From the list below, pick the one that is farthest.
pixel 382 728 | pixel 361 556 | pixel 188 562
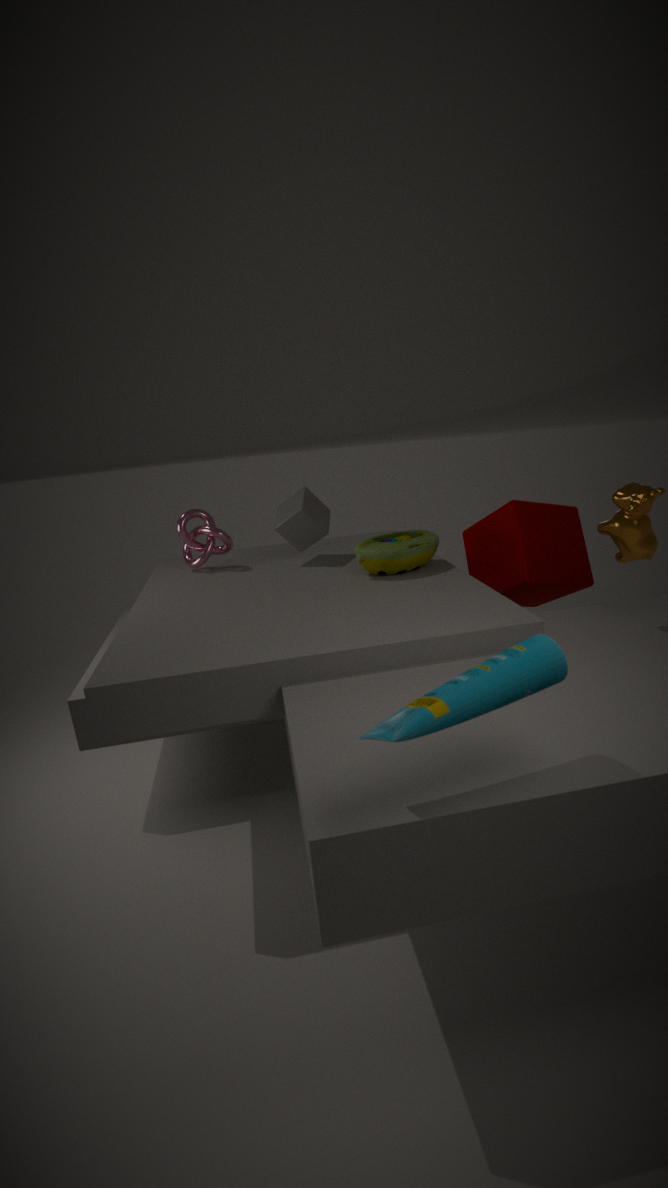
pixel 188 562
